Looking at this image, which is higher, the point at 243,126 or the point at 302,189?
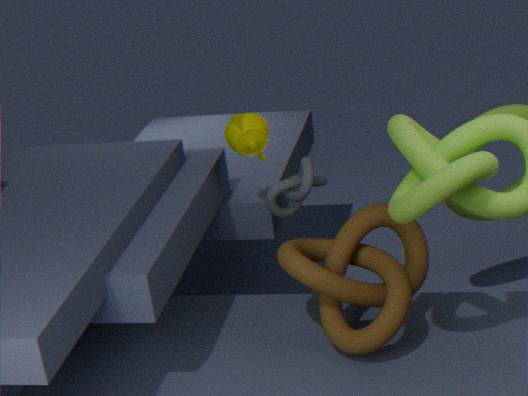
the point at 243,126
